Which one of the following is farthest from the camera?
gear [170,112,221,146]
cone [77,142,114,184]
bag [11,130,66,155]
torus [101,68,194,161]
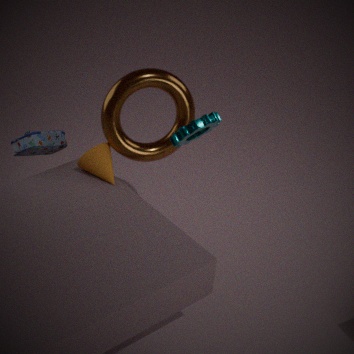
bag [11,130,66,155]
